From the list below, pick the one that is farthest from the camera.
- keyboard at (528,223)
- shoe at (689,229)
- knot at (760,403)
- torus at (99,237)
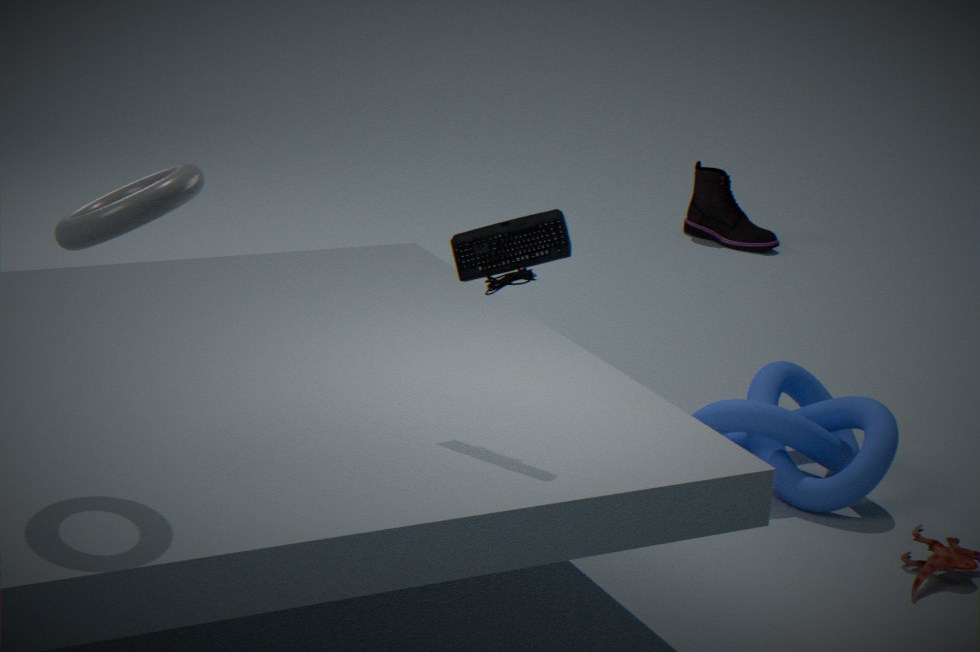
shoe at (689,229)
